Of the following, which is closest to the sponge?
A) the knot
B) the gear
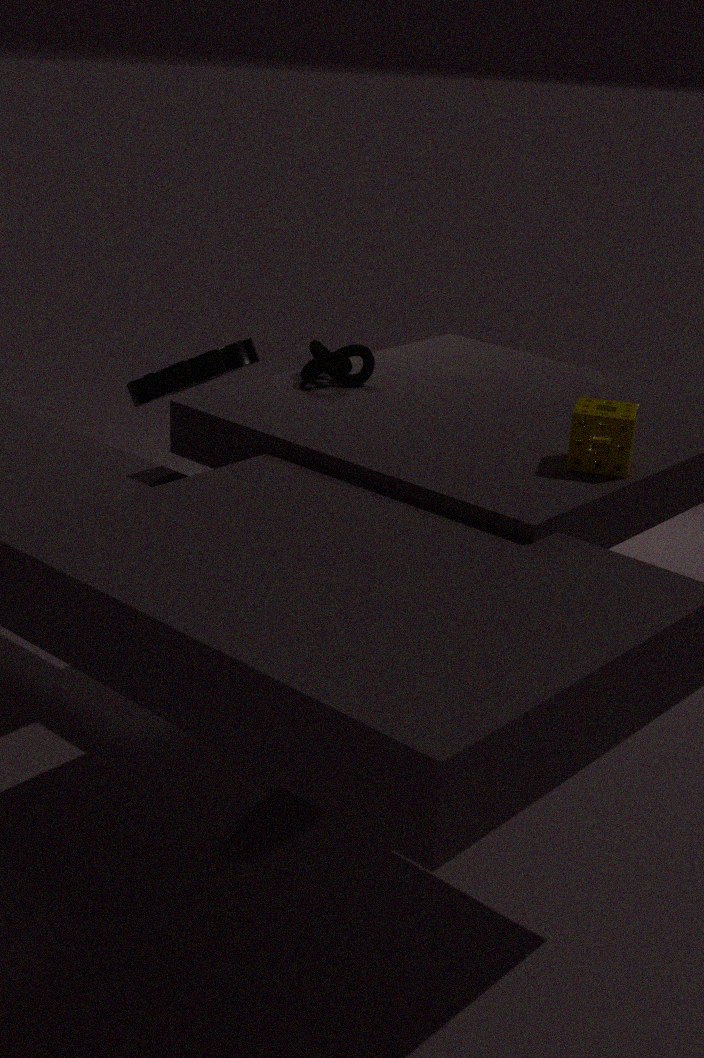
the knot
